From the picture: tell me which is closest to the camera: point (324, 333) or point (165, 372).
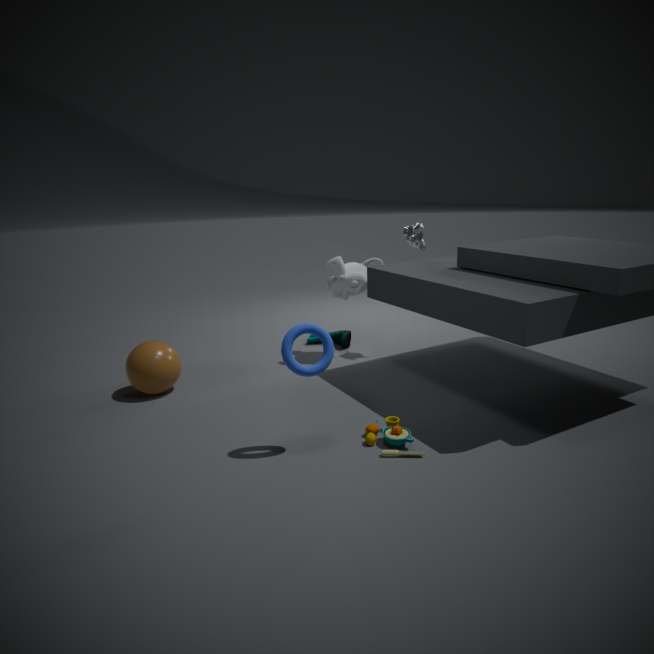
point (324, 333)
